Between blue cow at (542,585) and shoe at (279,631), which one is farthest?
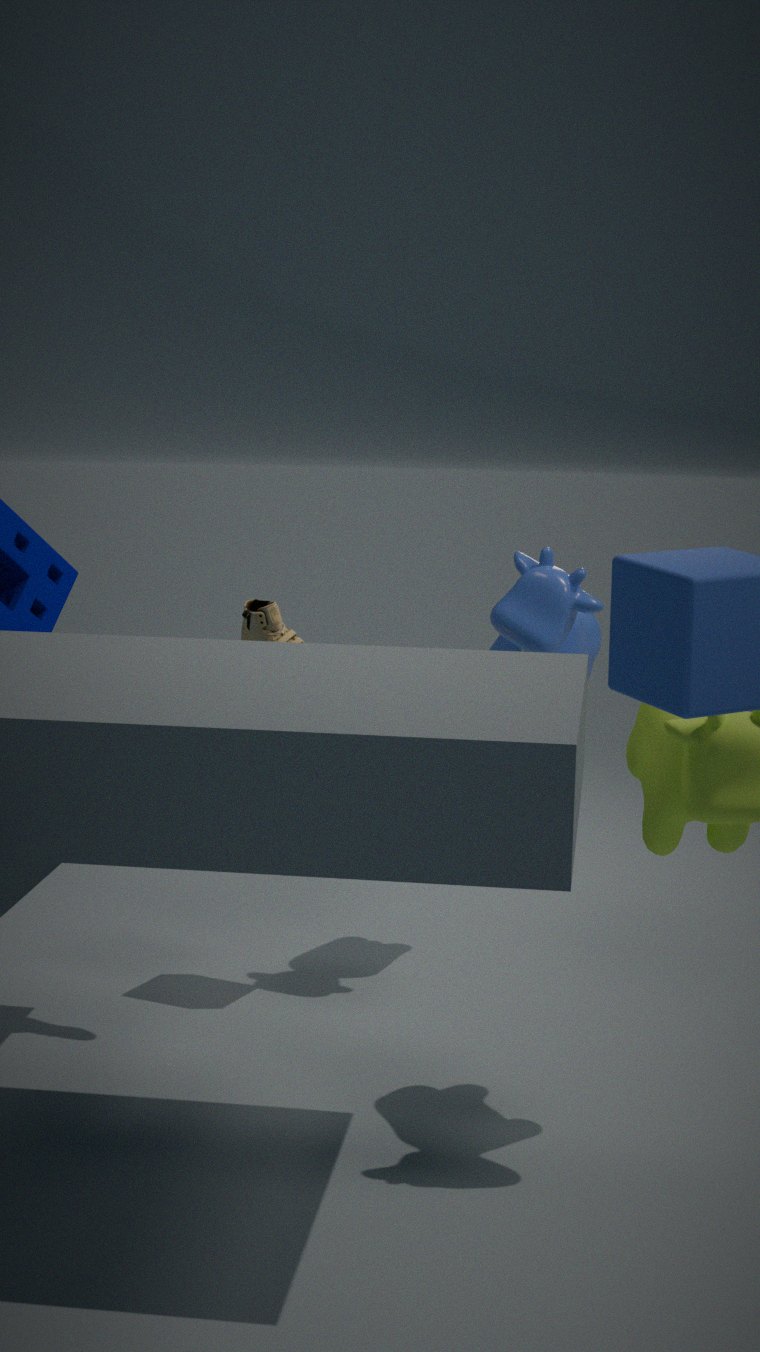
blue cow at (542,585)
